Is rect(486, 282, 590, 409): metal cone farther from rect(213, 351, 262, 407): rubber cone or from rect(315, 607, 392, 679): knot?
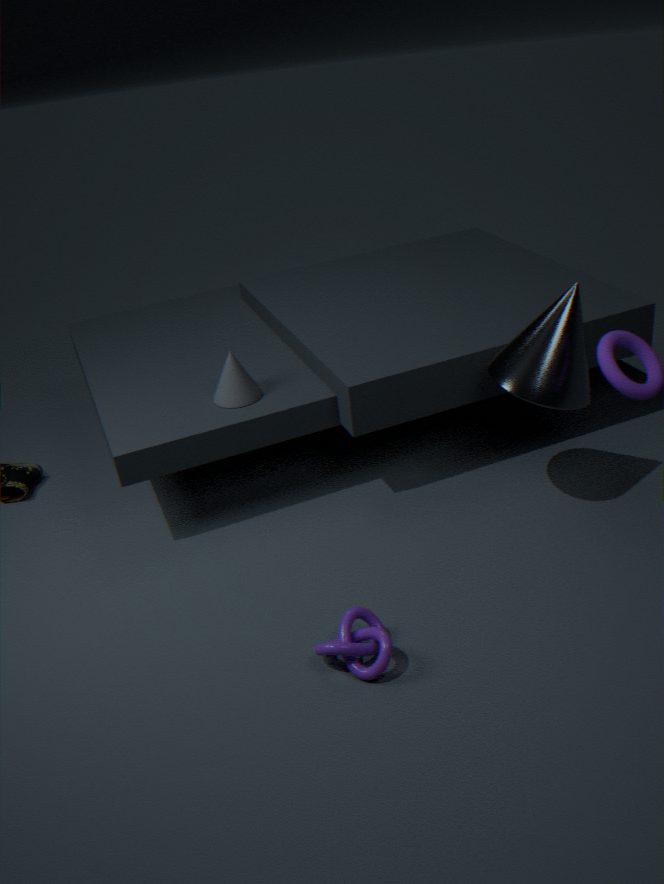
rect(315, 607, 392, 679): knot
